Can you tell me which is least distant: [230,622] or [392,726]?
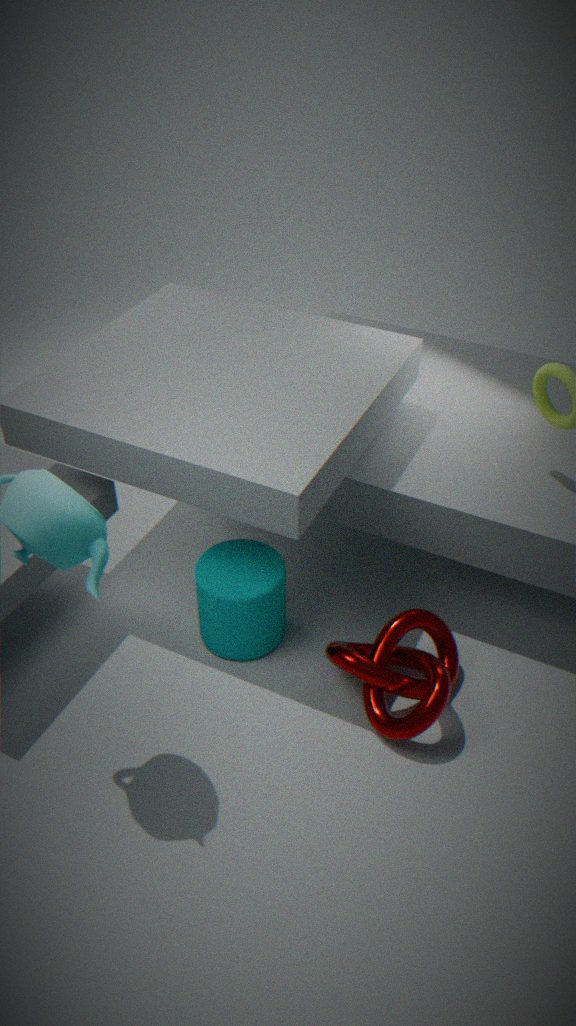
[392,726]
